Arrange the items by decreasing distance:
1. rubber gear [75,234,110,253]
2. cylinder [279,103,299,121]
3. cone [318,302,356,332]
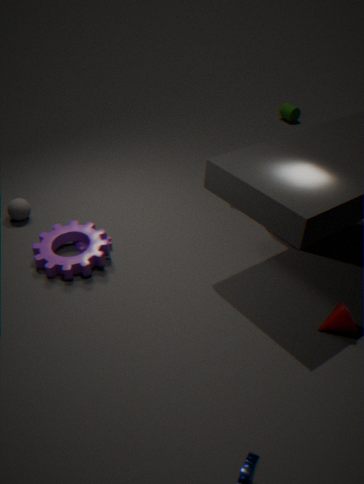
1. cylinder [279,103,299,121]
2. rubber gear [75,234,110,253]
3. cone [318,302,356,332]
